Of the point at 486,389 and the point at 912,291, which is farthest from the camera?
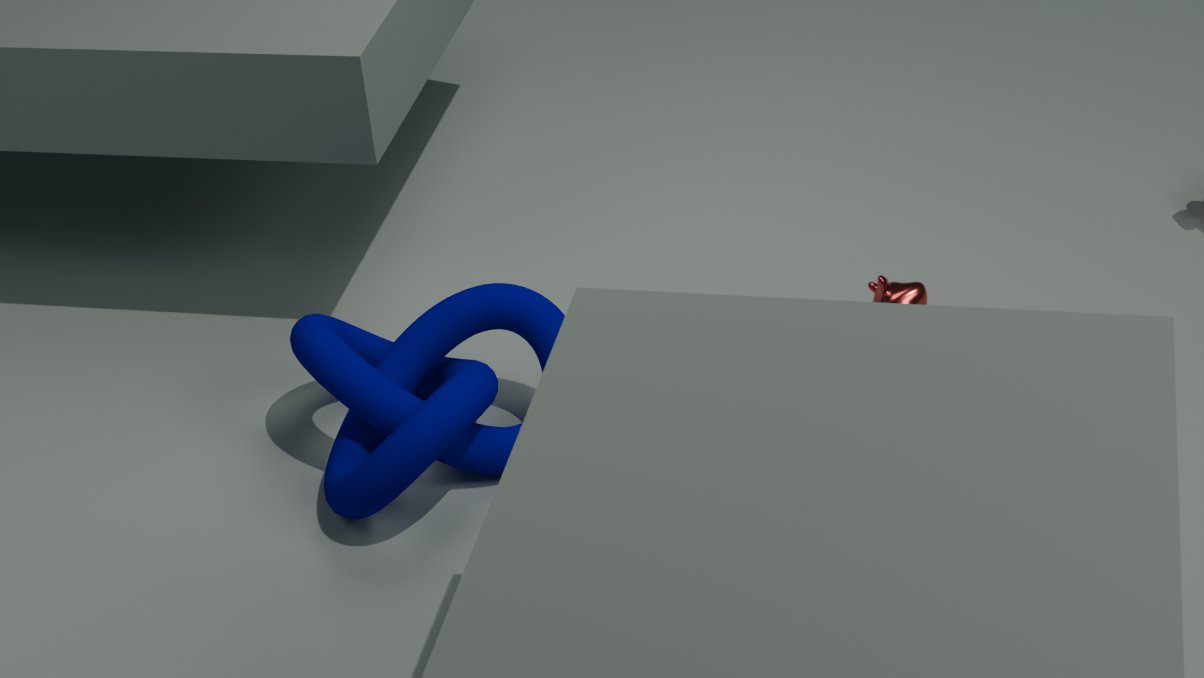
the point at 912,291
